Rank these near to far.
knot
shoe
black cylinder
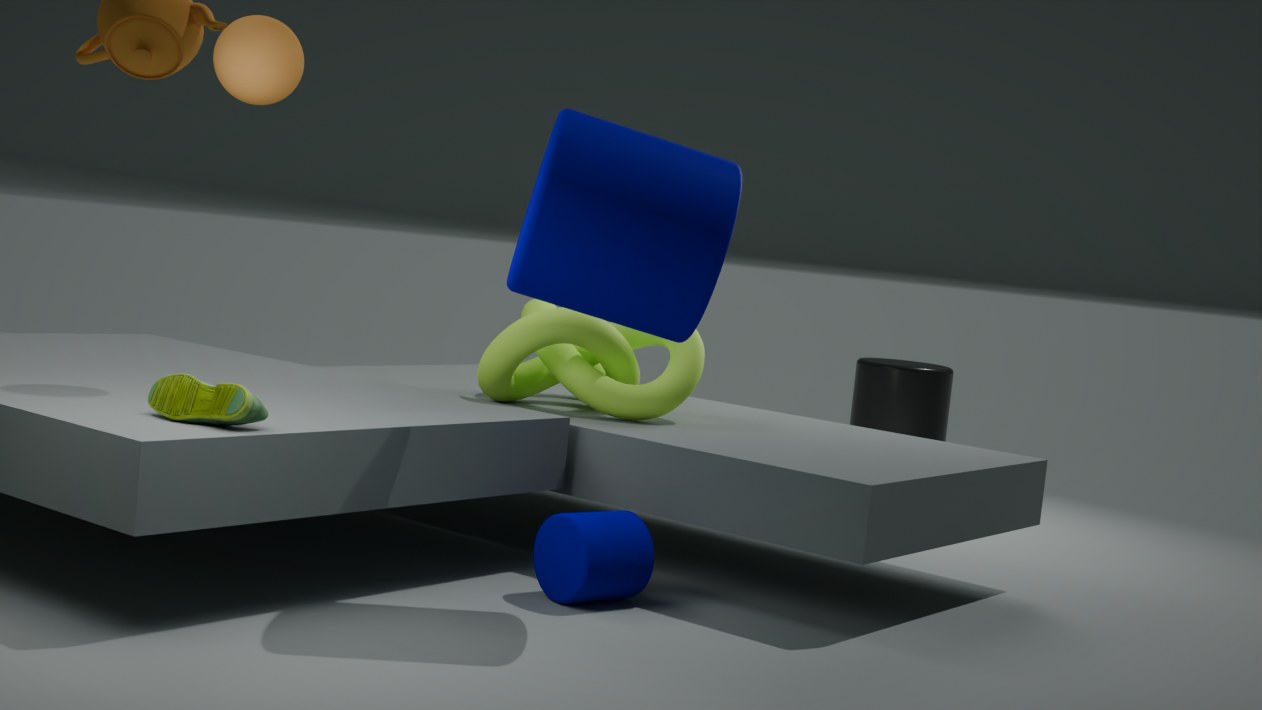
shoe, knot, black cylinder
